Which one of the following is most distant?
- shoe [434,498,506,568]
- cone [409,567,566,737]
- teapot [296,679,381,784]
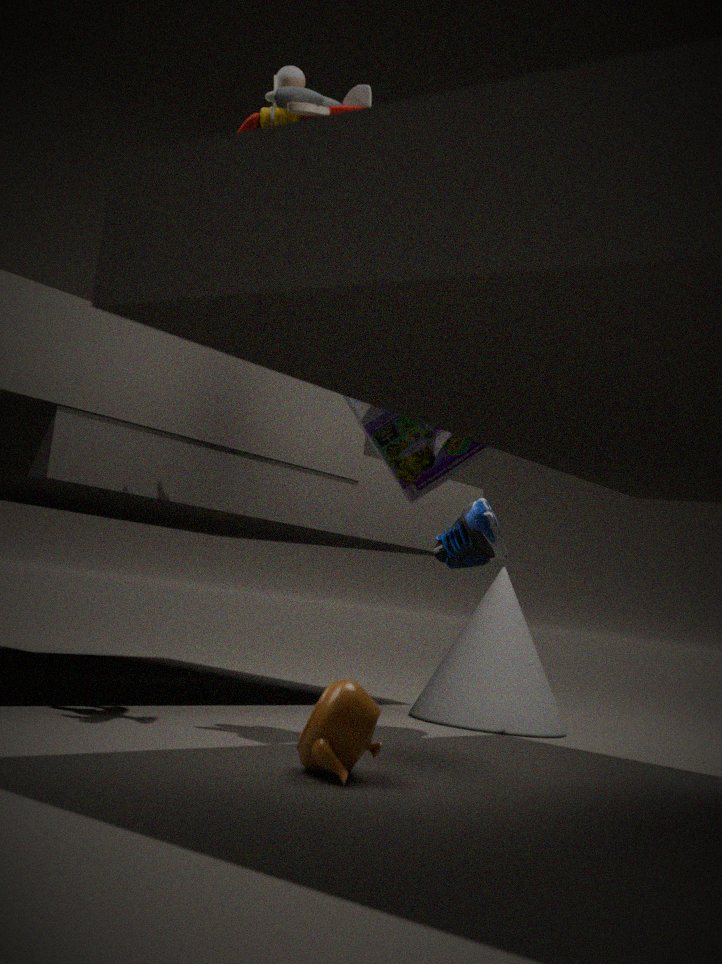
cone [409,567,566,737]
